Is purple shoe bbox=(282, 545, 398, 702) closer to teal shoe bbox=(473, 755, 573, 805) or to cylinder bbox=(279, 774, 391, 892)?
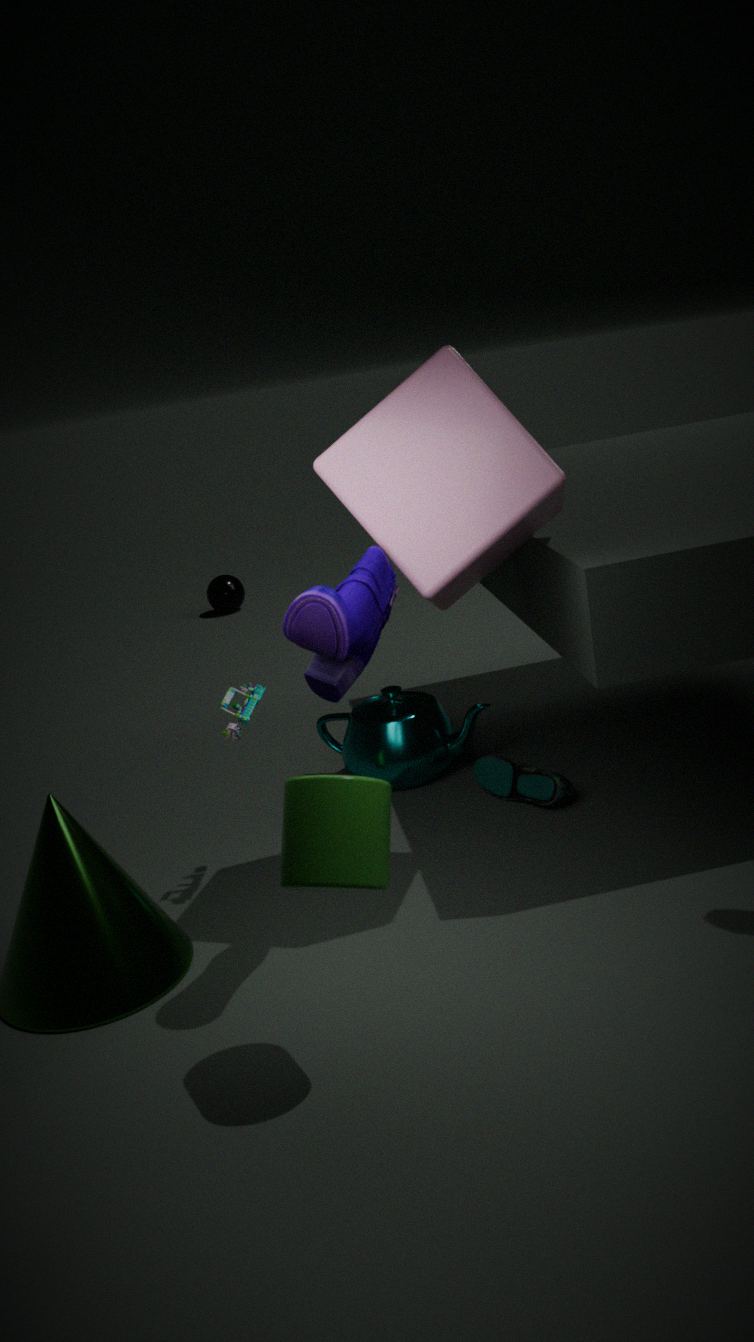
cylinder bbox=(279, 774, 391, 892)
